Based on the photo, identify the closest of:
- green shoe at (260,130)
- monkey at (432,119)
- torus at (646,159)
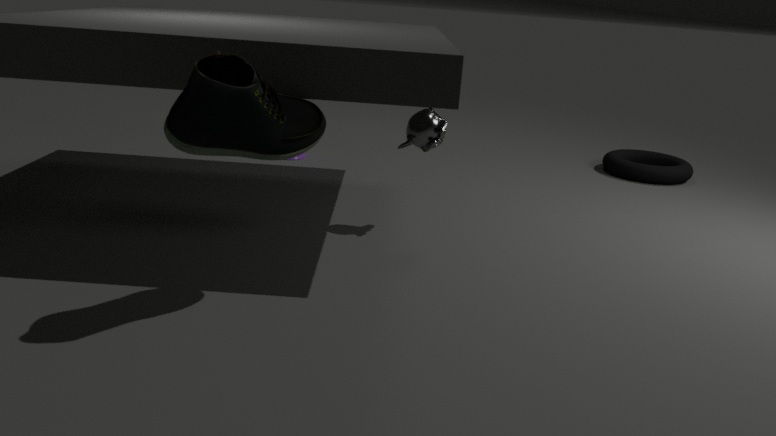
green shoe at (260,130)
